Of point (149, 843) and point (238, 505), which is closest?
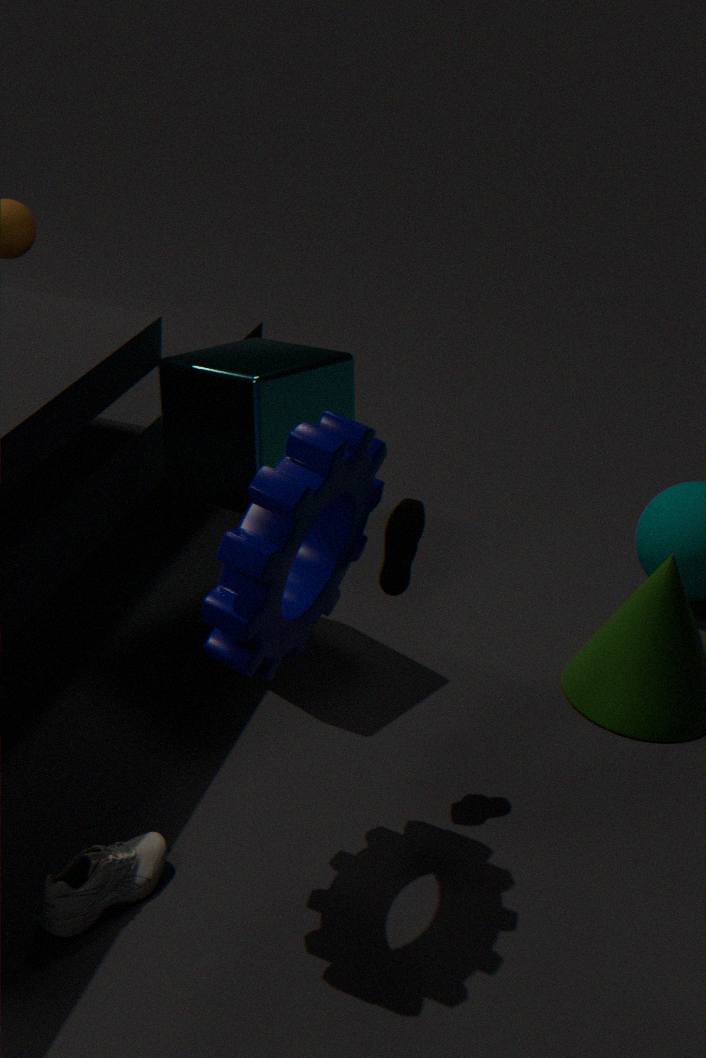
point (149, 843)
